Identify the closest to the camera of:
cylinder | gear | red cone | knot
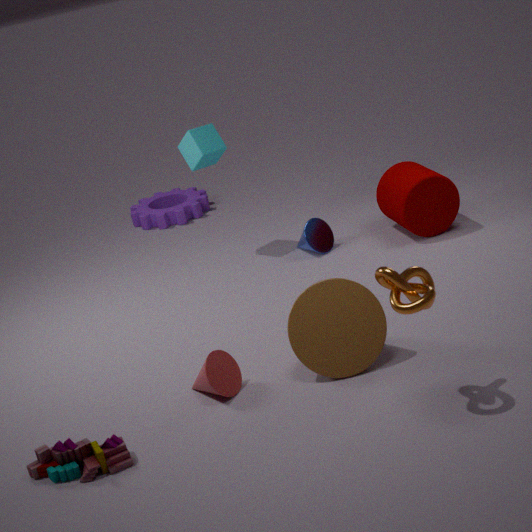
knot
